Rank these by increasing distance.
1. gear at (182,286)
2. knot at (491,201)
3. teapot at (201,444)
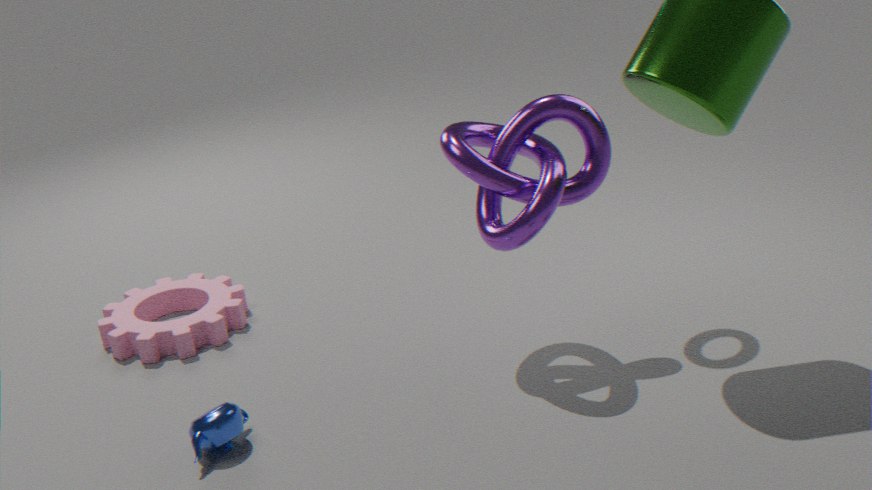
1. teapot at (201,444)
2. knot at (491,201)
3. gear at (182,286)
